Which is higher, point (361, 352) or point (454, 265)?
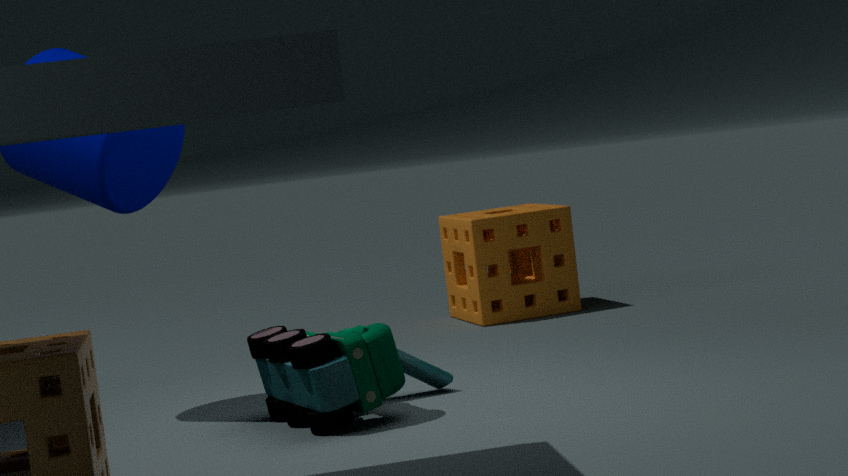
point (454, 265)
